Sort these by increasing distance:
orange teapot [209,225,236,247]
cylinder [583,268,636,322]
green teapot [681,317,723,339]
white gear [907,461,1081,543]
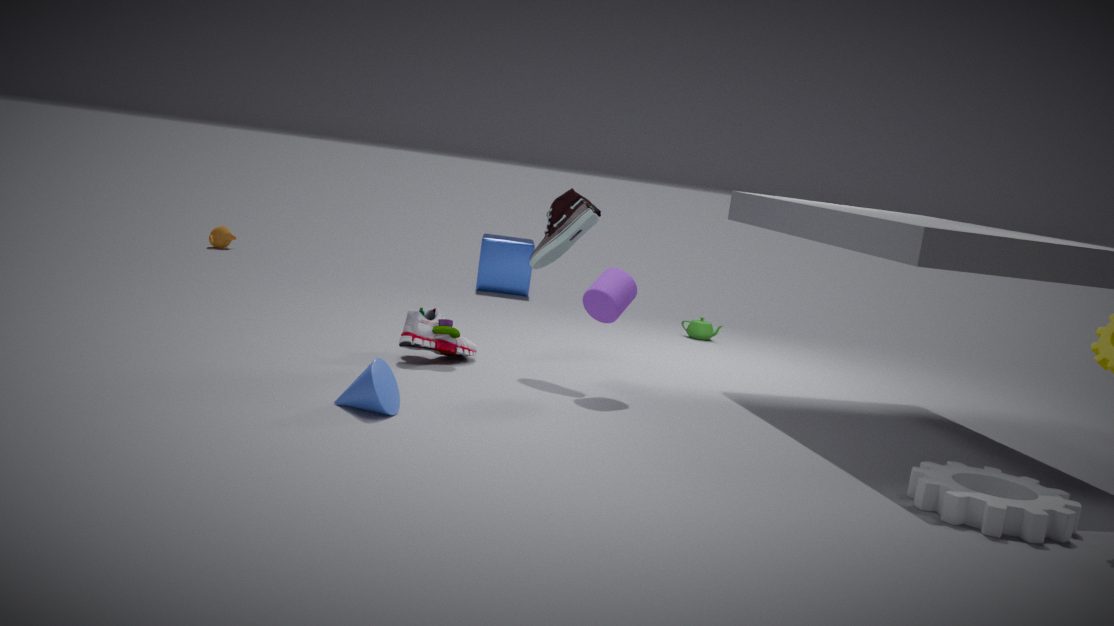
white gear [907,461,1081,543] → cylinder [583,268,636,322] → green teapot [681,317,723,339] → orange teapot [209,225,236,247]
